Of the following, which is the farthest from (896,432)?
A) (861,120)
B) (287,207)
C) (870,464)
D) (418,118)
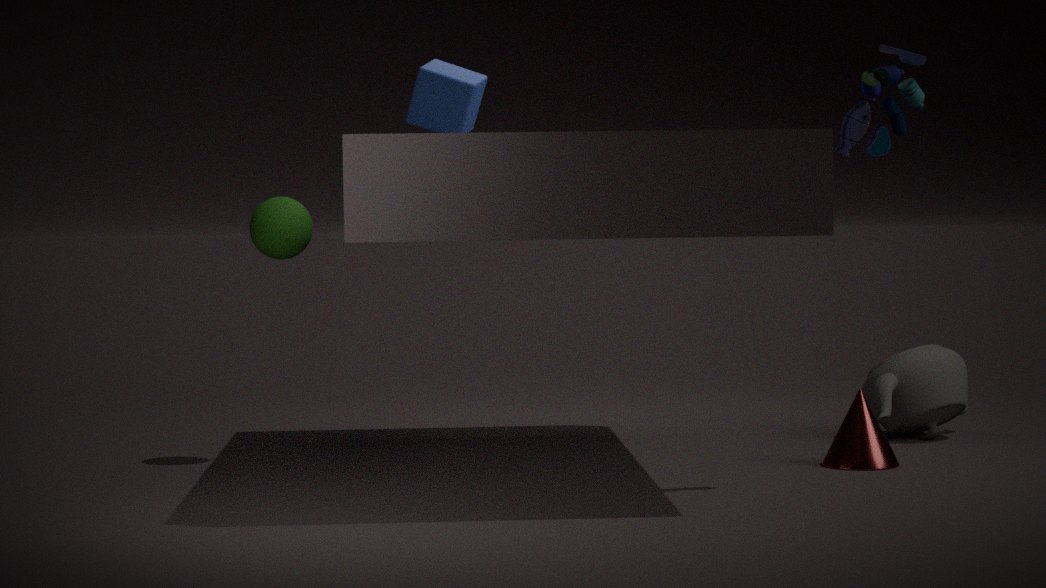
(287,207)
